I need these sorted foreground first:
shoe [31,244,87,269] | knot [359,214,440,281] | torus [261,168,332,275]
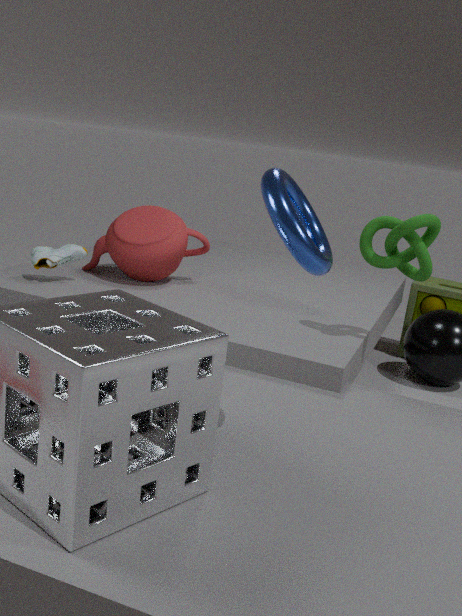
1. torus [261,168,332,275]
2. knot [359,214,440,281]
3. shoe [31,244,87,269]
